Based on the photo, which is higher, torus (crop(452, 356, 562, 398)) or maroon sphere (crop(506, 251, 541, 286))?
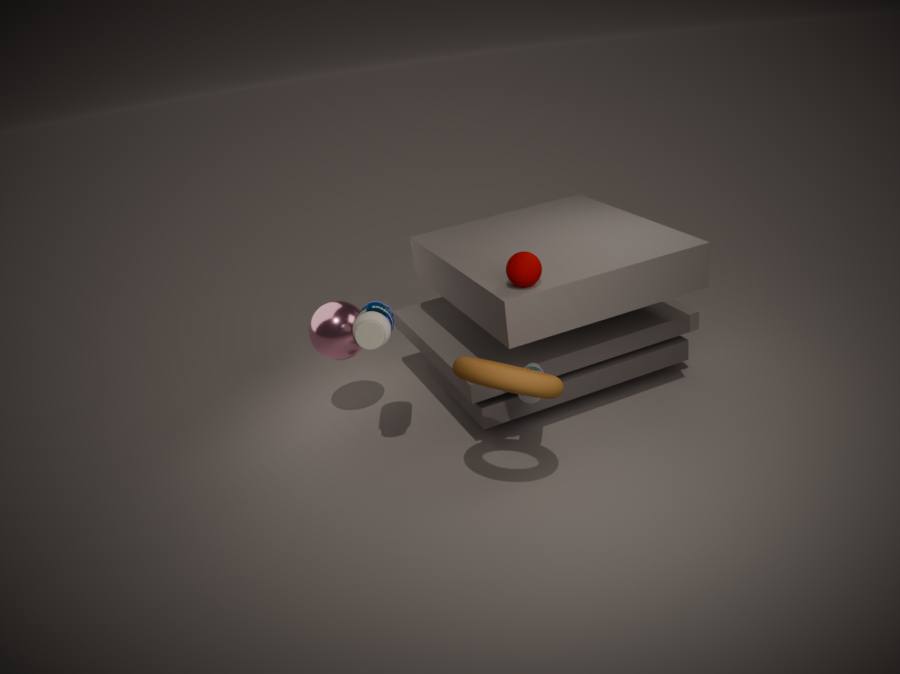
maroon sphere (crop(506, 251, 541, 286))
